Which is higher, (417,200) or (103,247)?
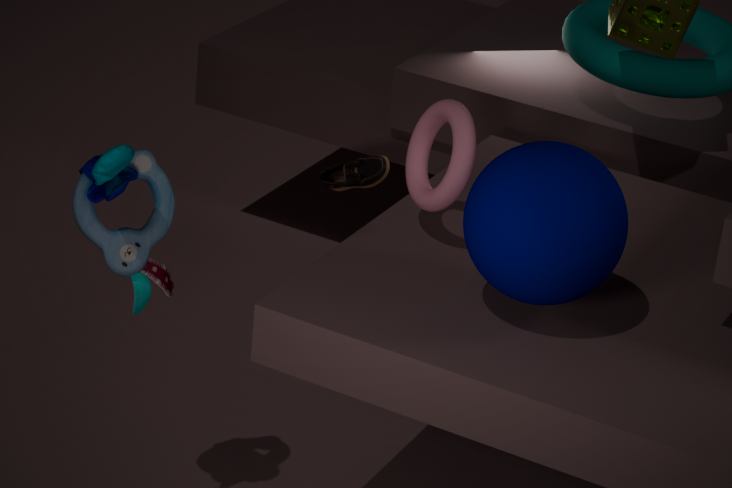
(417,200)
